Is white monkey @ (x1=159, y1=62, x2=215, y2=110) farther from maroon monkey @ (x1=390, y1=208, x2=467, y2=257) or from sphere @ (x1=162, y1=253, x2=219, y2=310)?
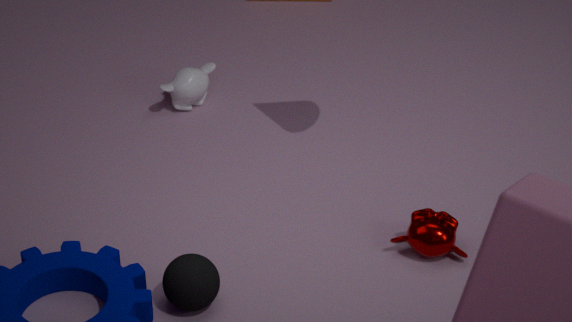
maroon monkey @ (x1=390, y1=208, x2=467, y2=257)
